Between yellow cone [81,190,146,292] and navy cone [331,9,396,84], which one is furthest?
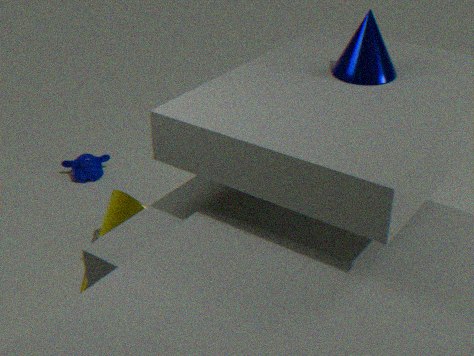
yellow cone [81,190,146,292]
